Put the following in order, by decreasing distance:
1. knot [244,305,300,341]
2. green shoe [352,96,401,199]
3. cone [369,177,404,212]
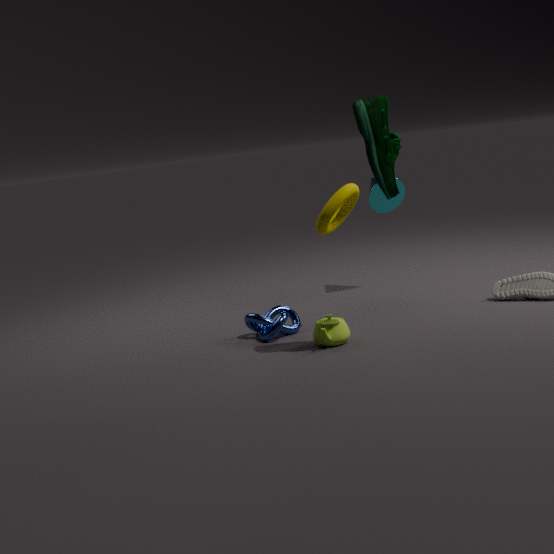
cone [369,177,404,212]
knot [244,305,300,341]
green shoe [352,96,401,199]
